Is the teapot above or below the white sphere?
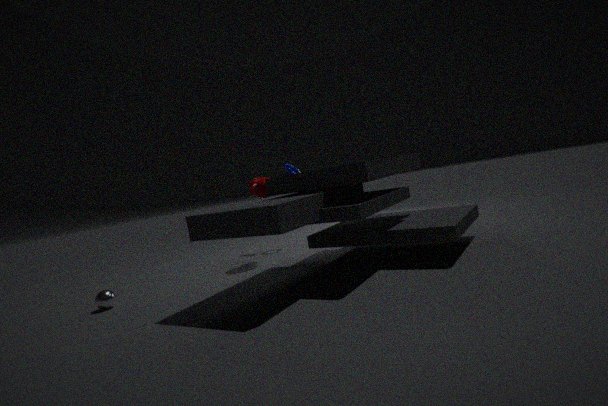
above
